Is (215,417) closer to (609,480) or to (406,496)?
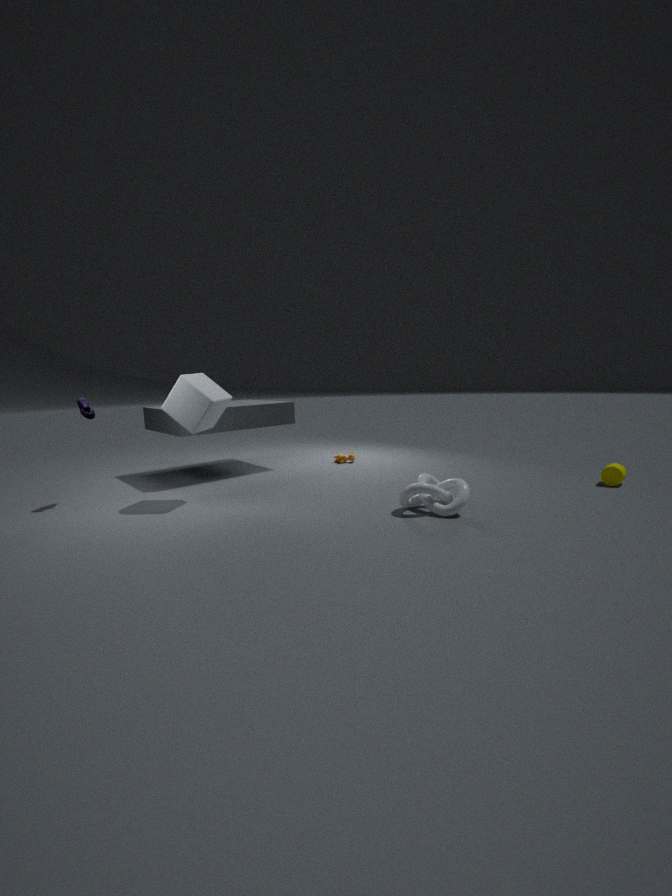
(406,496)
